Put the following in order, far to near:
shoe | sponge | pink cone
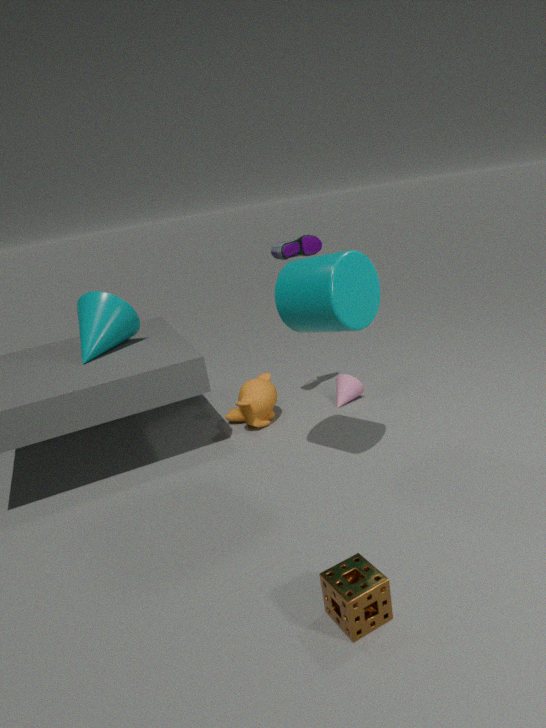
pink cone < shoe < sponge
